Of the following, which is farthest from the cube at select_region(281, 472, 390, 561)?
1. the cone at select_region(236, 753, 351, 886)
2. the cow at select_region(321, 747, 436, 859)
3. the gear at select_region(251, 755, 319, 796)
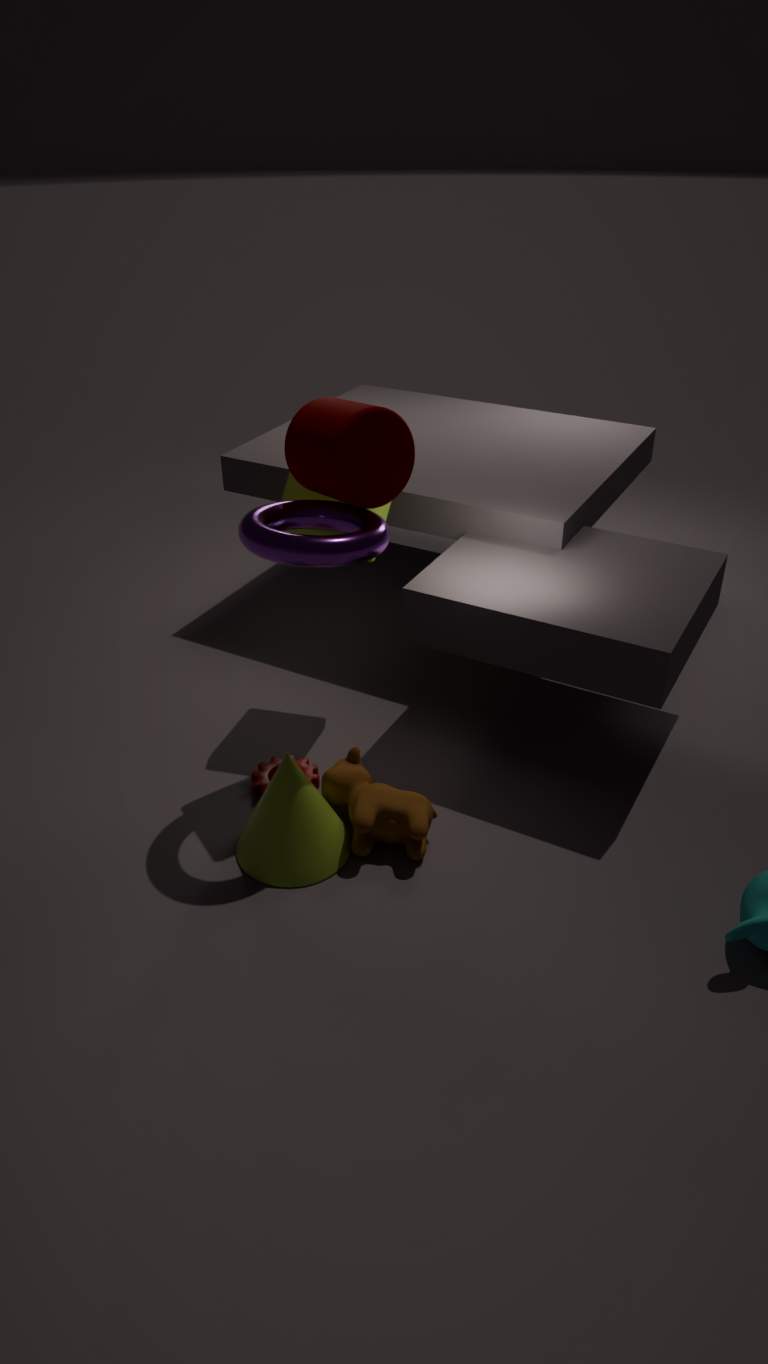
the cone at select_region(236, 753, 351, 886)
